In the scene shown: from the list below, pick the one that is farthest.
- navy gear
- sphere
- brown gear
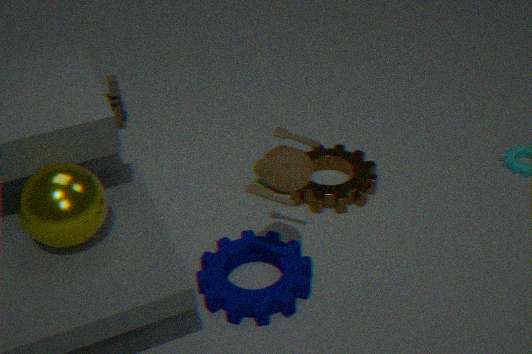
brown gear
